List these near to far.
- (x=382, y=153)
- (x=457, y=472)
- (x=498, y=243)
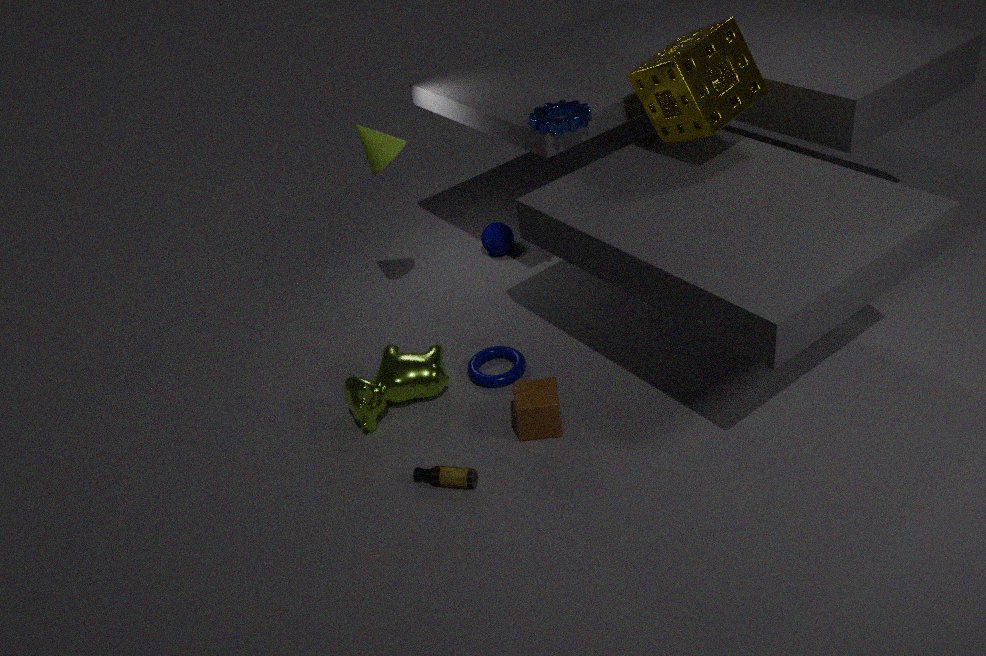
1. (x=457, y=472)
2. (x=382, y=153)
3. (x=498, y=243)
